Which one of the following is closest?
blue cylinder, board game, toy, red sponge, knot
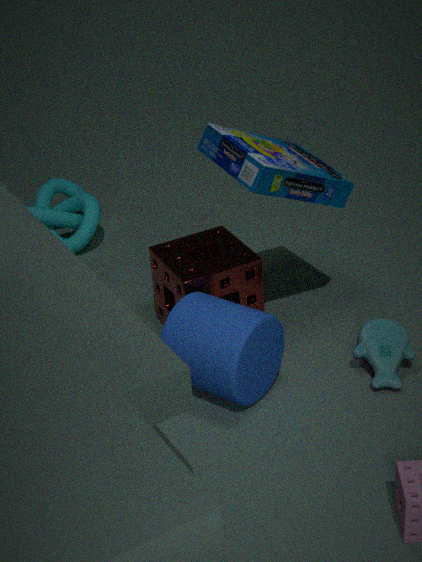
blue cylinder
